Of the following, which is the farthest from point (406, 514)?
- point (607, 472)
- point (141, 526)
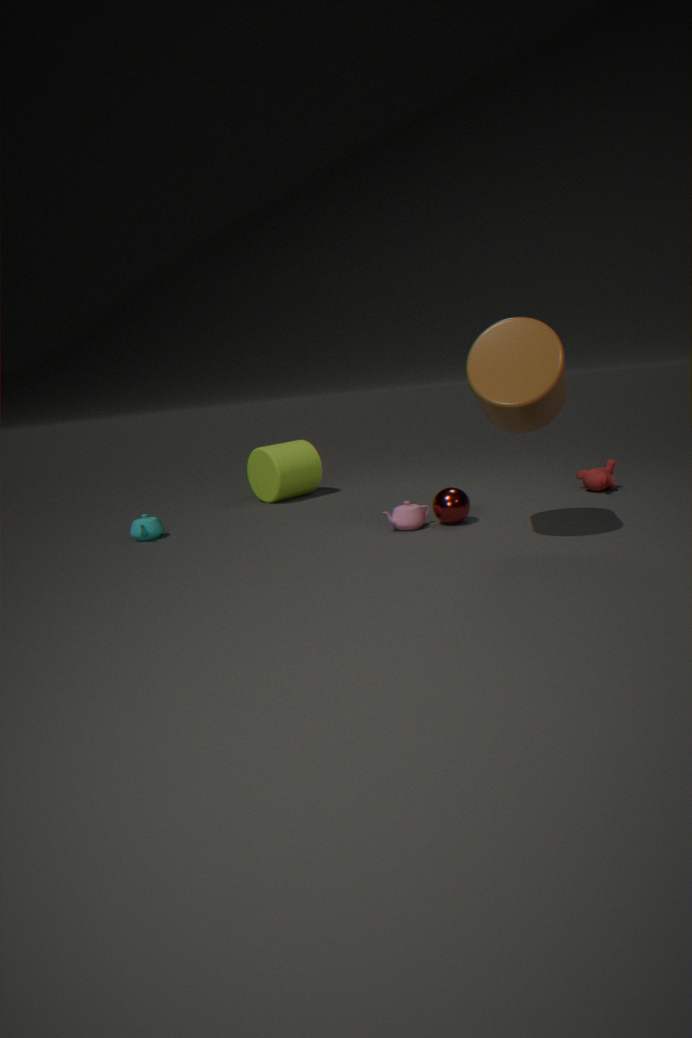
point (141, 526)
